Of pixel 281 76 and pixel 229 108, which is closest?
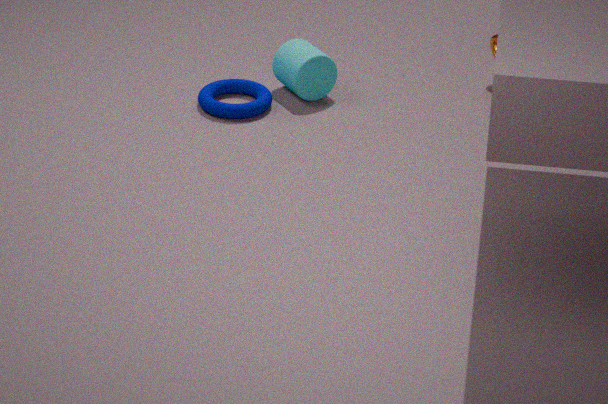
pixel 229 108
